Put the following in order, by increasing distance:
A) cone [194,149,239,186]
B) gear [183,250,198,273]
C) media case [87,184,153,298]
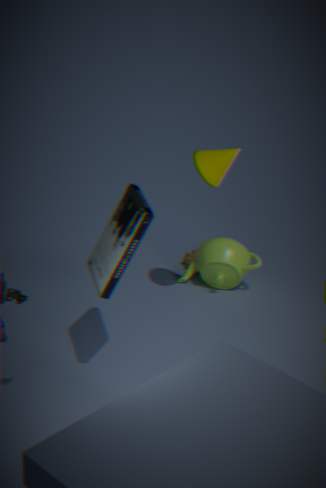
1. media case [87,184,153,298]
2. cone [194,149,239,186]
3. gear [183,250,198,273]
